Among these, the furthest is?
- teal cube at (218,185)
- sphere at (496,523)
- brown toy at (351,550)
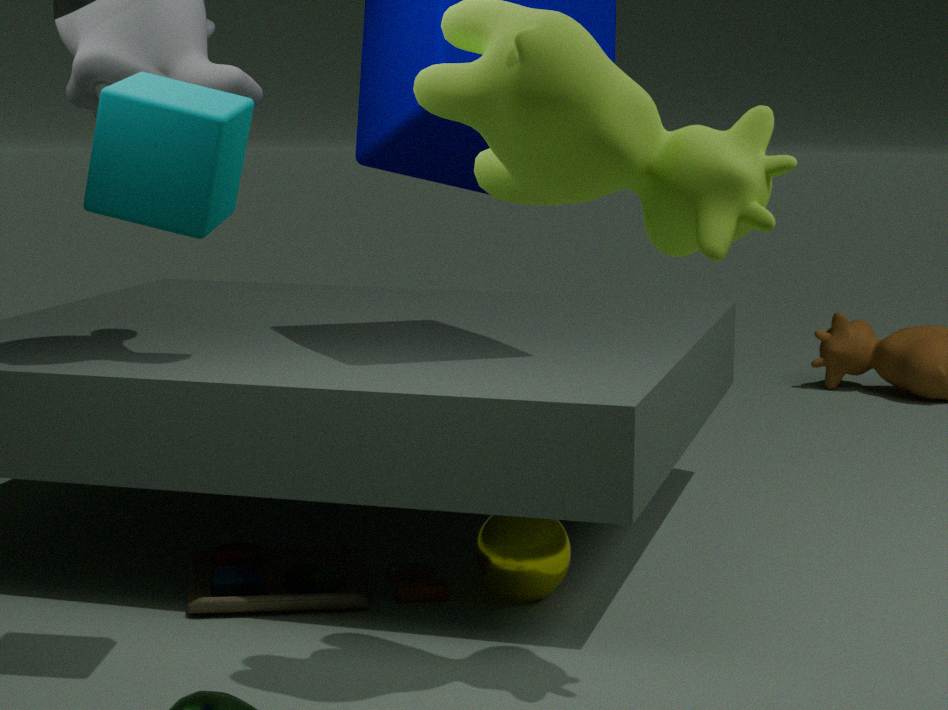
sphere at (496,523)
